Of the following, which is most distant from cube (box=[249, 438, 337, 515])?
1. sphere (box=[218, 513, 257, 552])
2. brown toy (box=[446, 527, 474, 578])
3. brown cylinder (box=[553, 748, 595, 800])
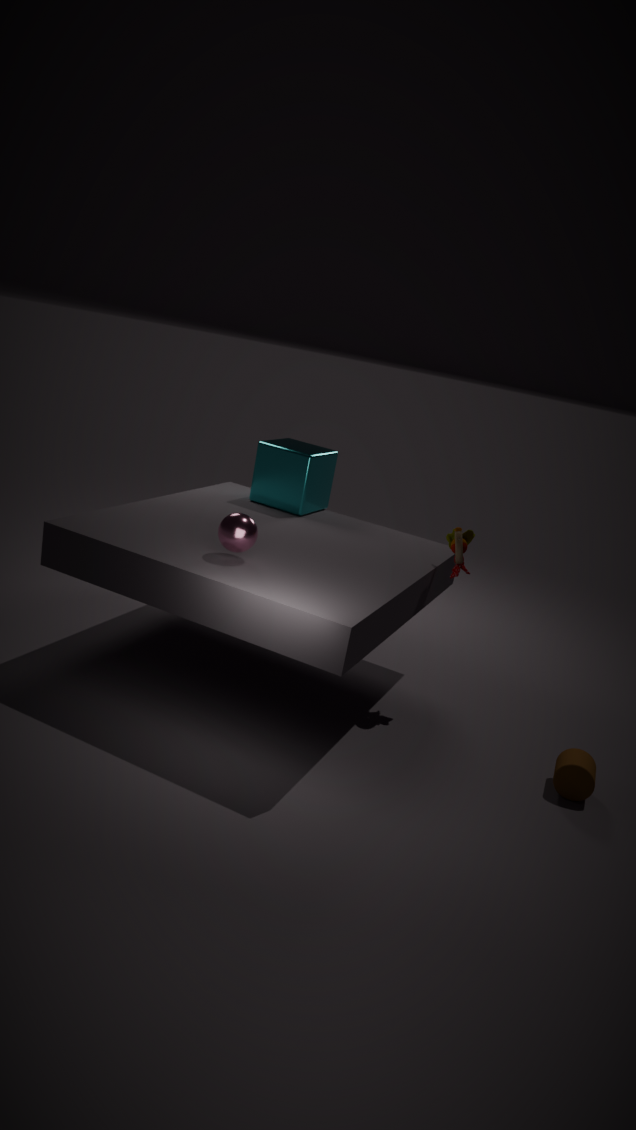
brown cylinder (box=[553, 748, 595, 800])
